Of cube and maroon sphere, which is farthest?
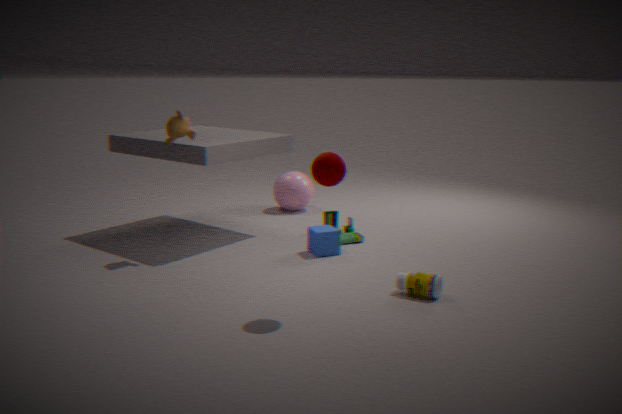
cube
